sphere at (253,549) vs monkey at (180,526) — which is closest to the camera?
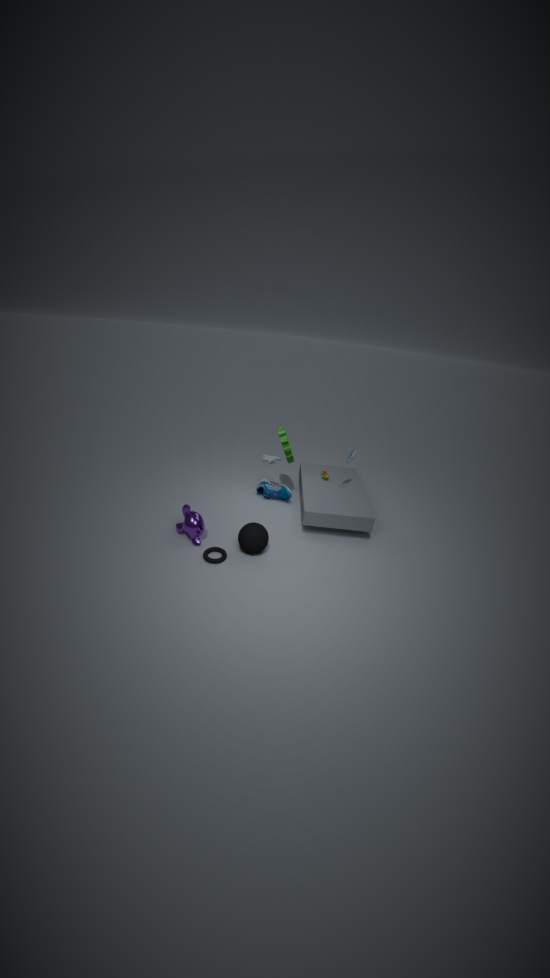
sphere at (253,549)
